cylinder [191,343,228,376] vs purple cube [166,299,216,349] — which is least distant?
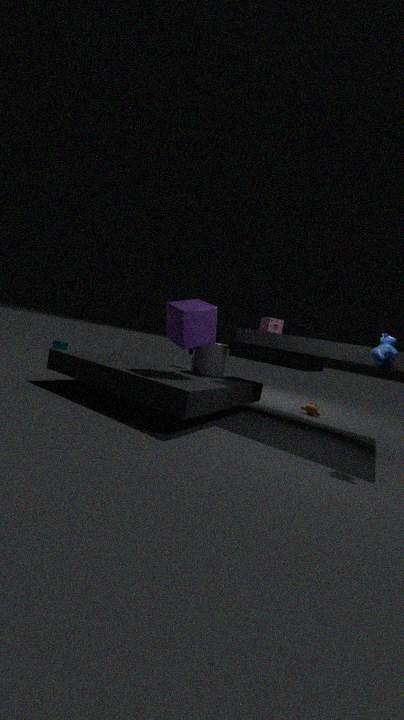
purple cube [166,299,216,349]
